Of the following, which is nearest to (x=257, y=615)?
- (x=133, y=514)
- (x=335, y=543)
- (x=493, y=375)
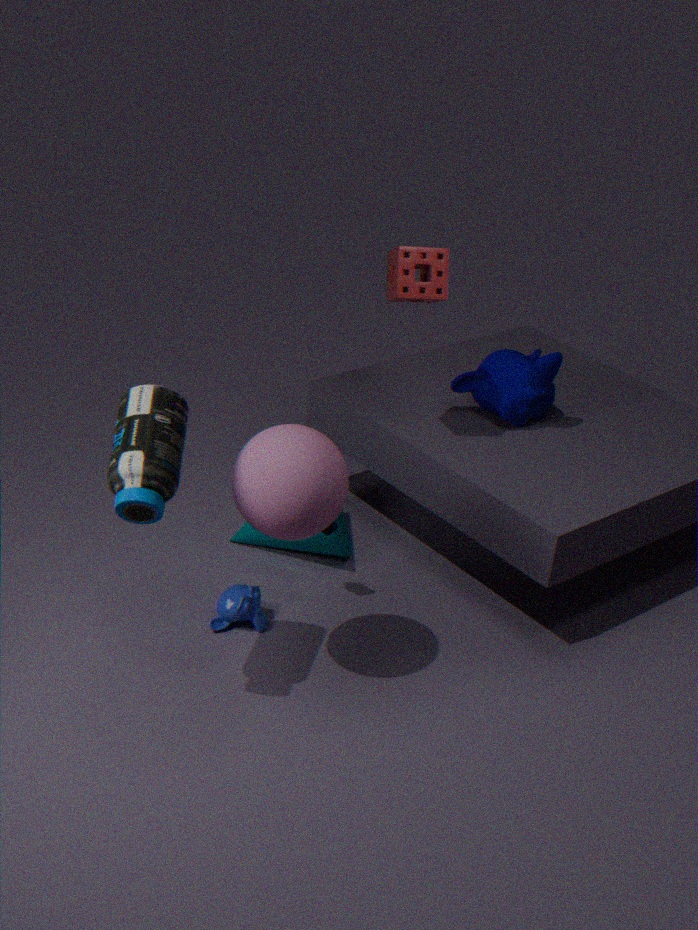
(x=335, y=543)
